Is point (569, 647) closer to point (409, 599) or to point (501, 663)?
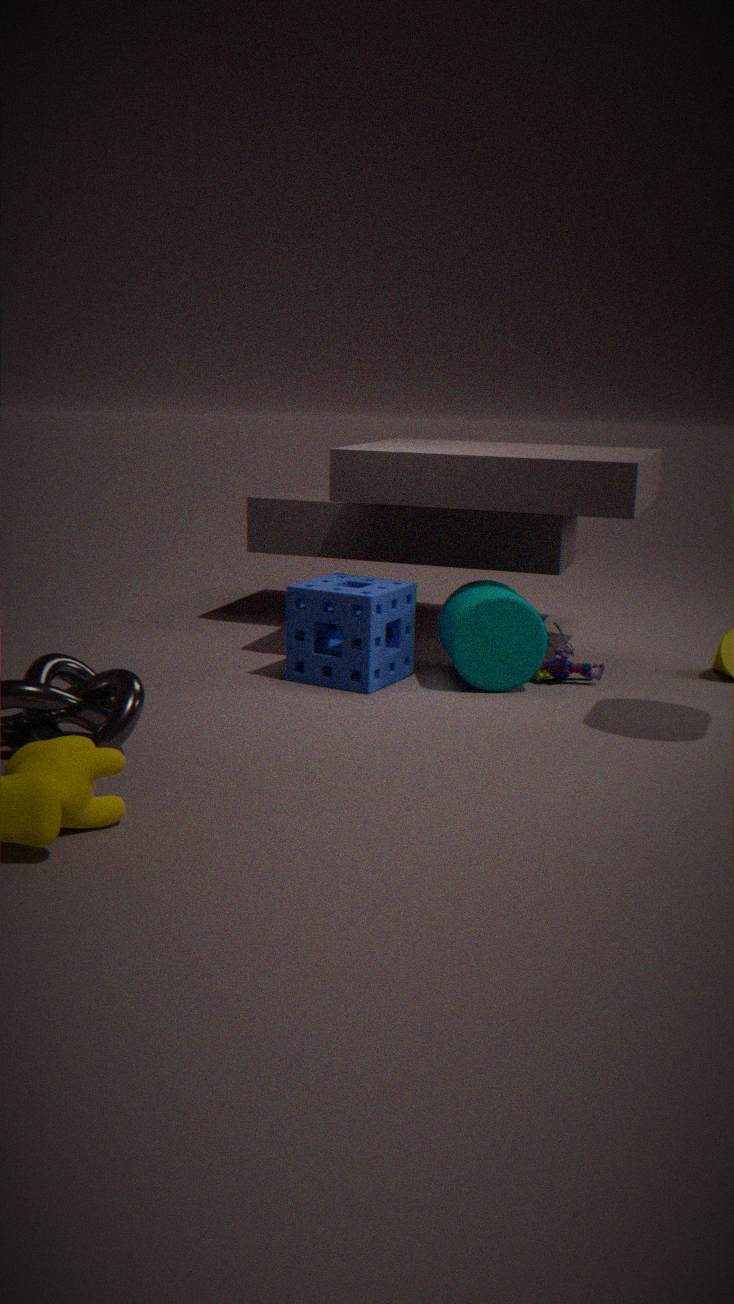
point (501, 663)
